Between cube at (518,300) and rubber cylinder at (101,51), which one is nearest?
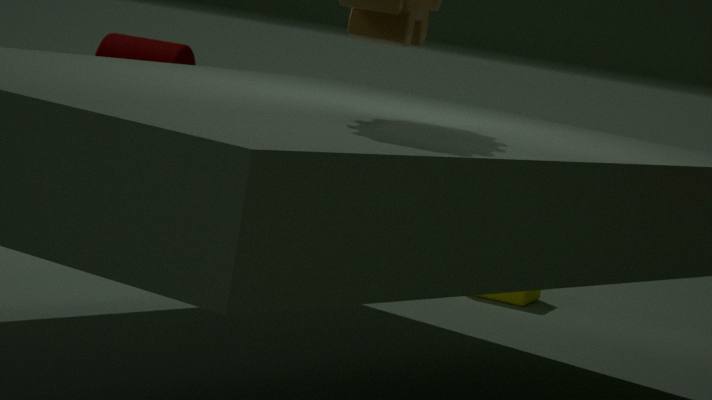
cube at (518,300)
